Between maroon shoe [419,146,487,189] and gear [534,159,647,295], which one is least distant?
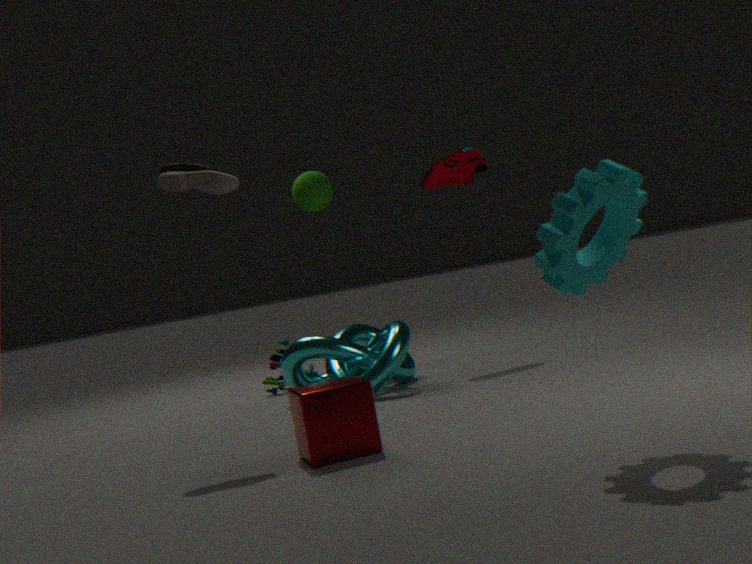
gear [534,159,647,295]
